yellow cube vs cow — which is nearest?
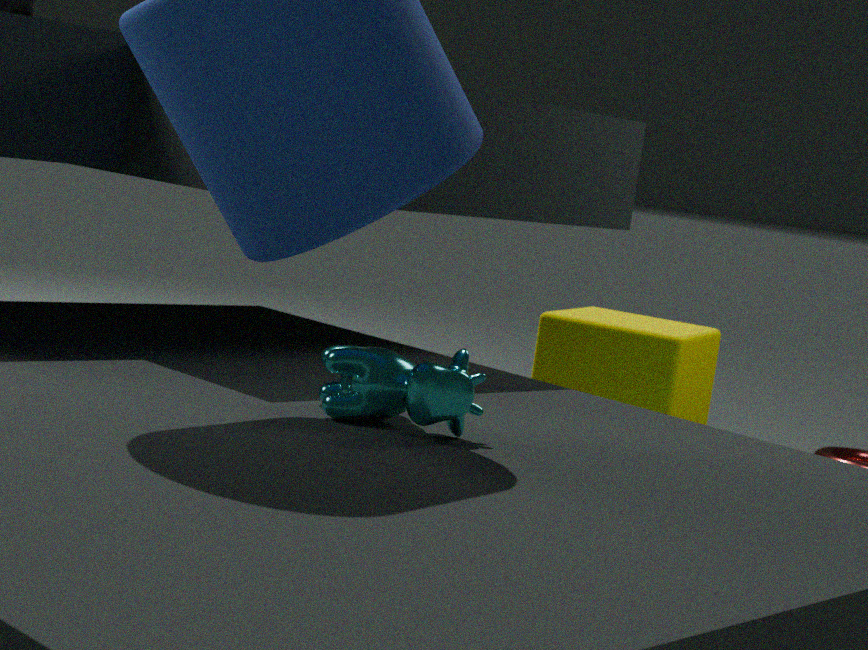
cow
